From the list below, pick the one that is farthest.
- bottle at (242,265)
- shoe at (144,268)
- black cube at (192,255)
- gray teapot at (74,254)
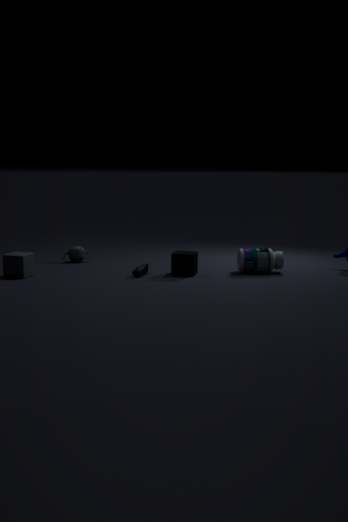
gray teapot at (74,254)
